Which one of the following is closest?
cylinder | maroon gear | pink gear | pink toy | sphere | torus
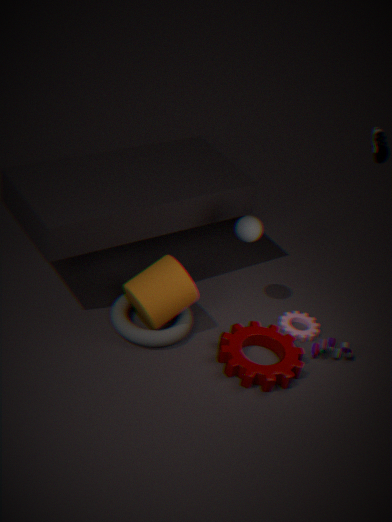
maroon gear
